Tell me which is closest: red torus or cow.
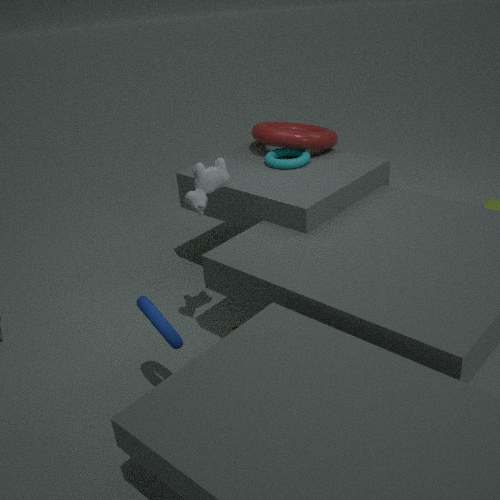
cow
